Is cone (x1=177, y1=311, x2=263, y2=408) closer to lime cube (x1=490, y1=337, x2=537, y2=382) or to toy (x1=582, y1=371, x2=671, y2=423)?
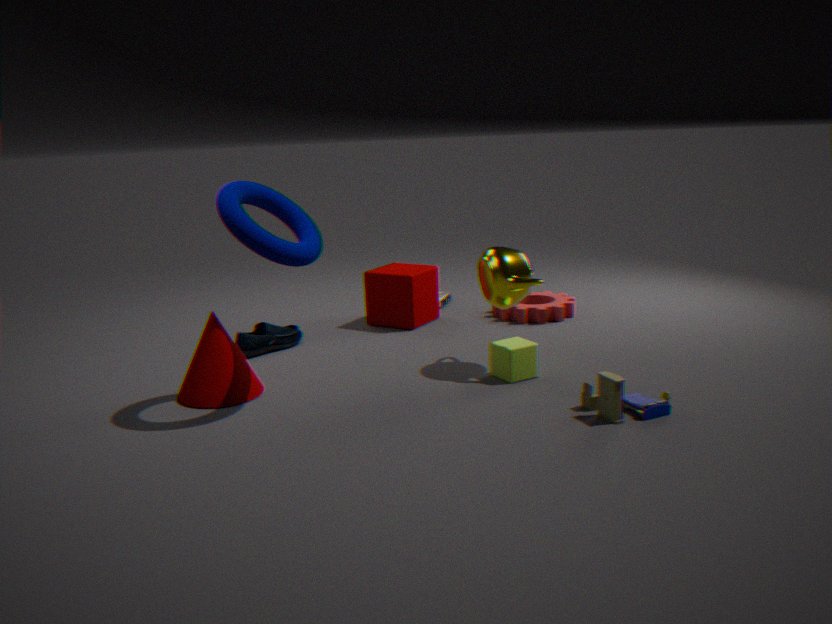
lime cube (x1=490, y1=337, x2=537, y2=382)
